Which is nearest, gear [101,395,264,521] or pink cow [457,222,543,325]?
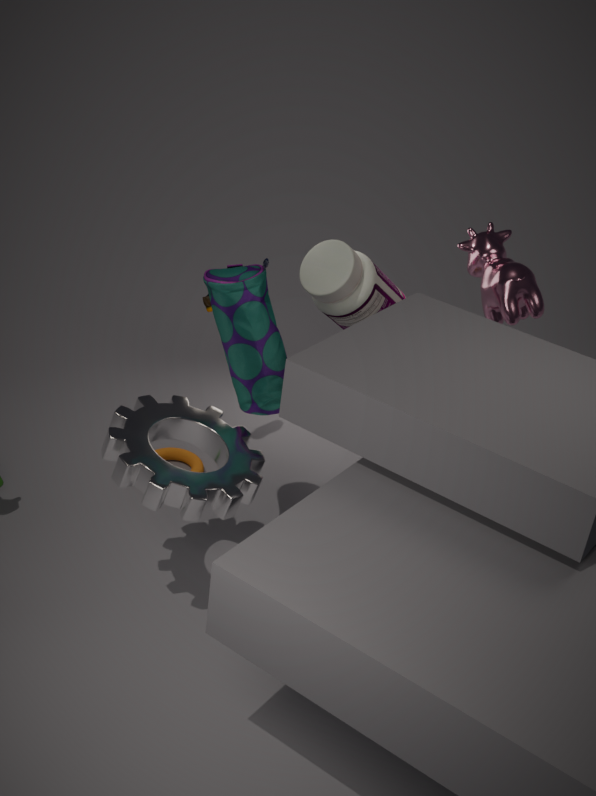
gear [101,395,264,521]
